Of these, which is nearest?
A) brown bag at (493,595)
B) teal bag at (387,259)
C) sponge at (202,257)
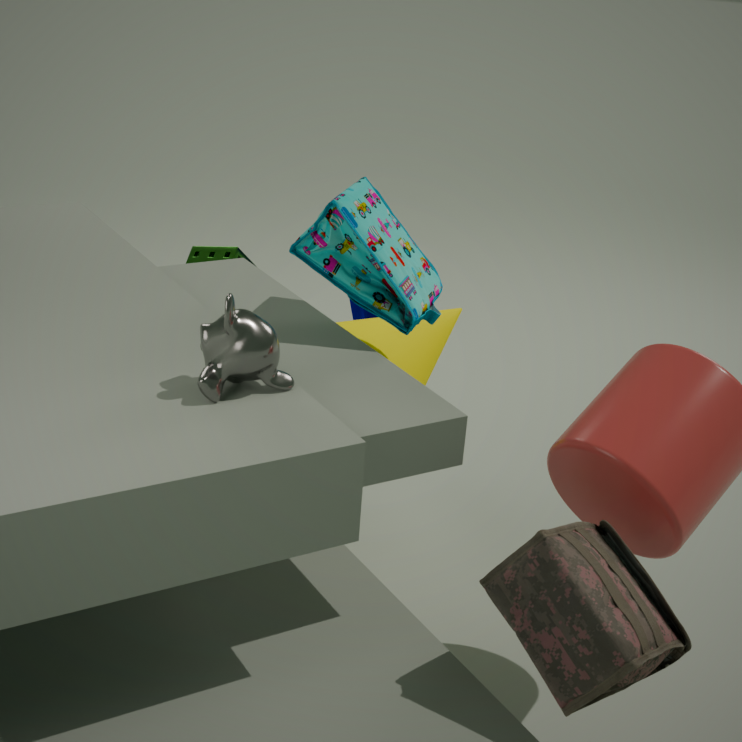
brown bag at (493,595)
